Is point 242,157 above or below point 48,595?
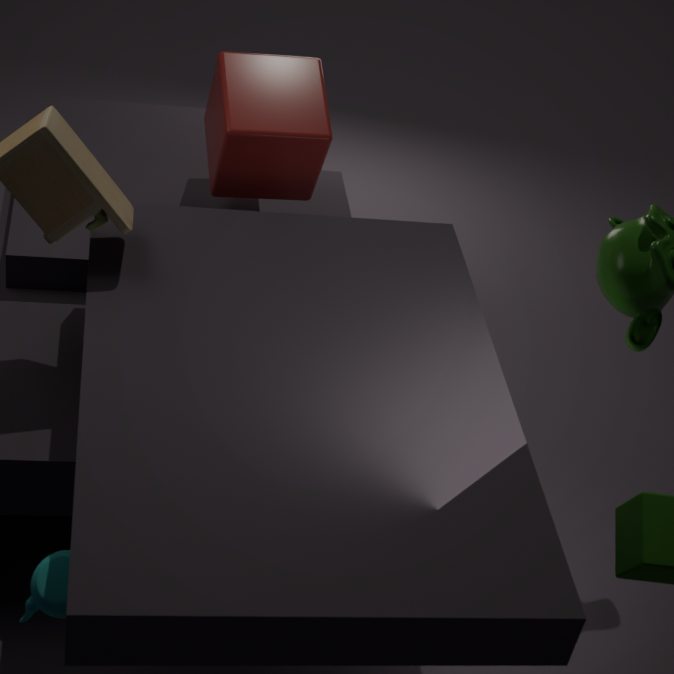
above
